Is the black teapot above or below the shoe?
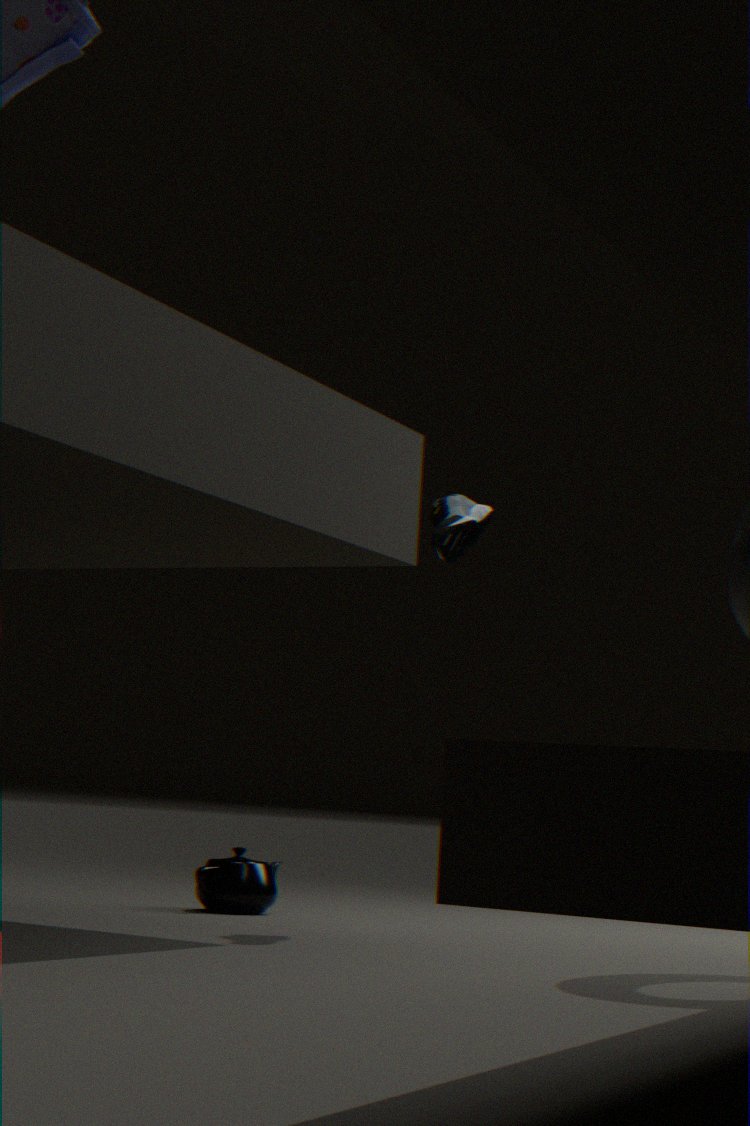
below
